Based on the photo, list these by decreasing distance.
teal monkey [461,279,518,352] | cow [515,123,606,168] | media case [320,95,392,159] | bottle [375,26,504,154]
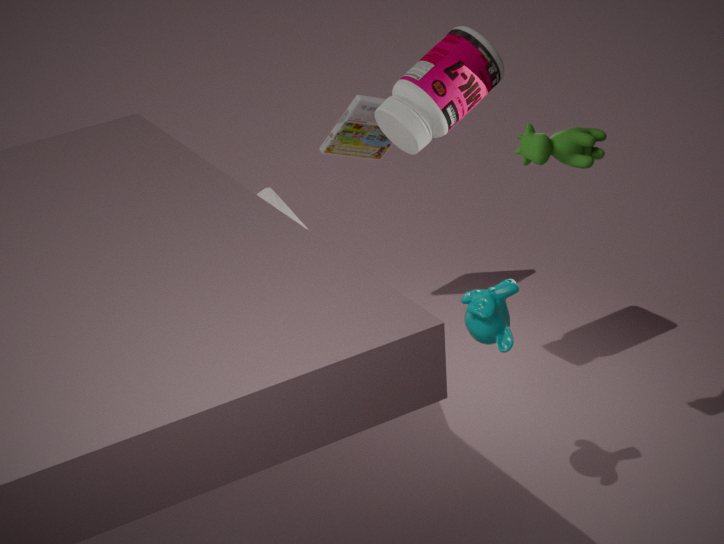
media case [320,95,392,159]
bottle [375,26,504,154]
cow [515,123,606,168]
teal monkey [461,279,518,352]
